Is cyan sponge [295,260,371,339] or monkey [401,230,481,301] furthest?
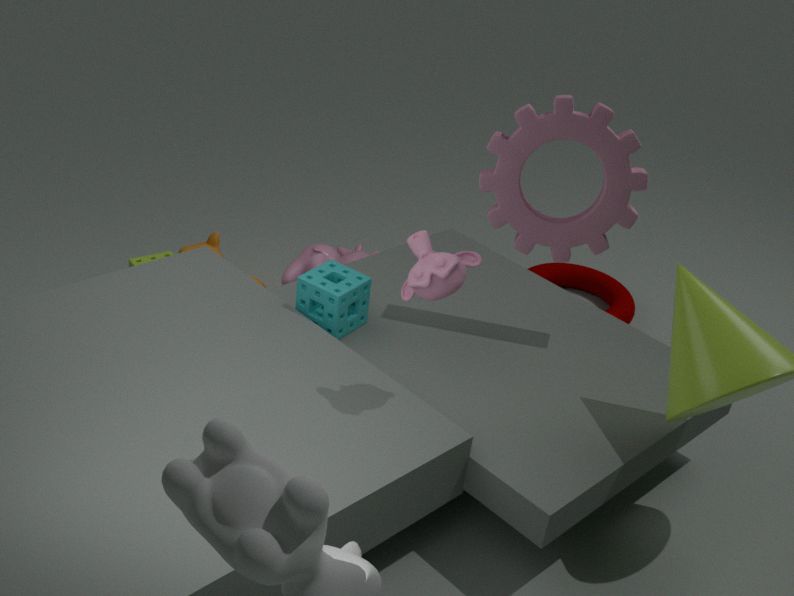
cyan sponge [295,260,371,339]
